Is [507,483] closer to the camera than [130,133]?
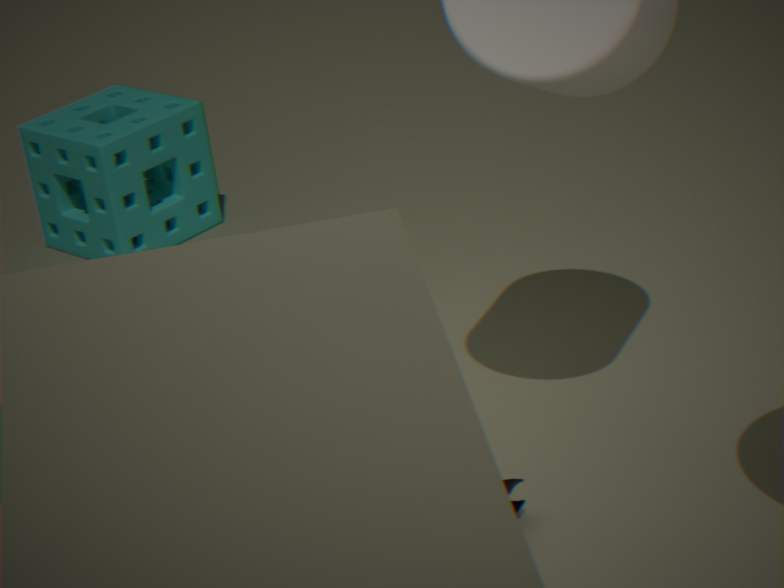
Yes
